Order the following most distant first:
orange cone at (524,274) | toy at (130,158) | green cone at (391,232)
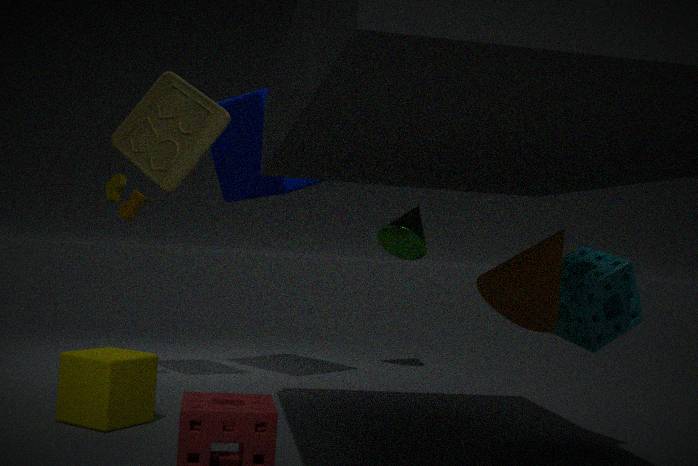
green cone at (391,232), toy at (130,158), orange cone at (524,274)
